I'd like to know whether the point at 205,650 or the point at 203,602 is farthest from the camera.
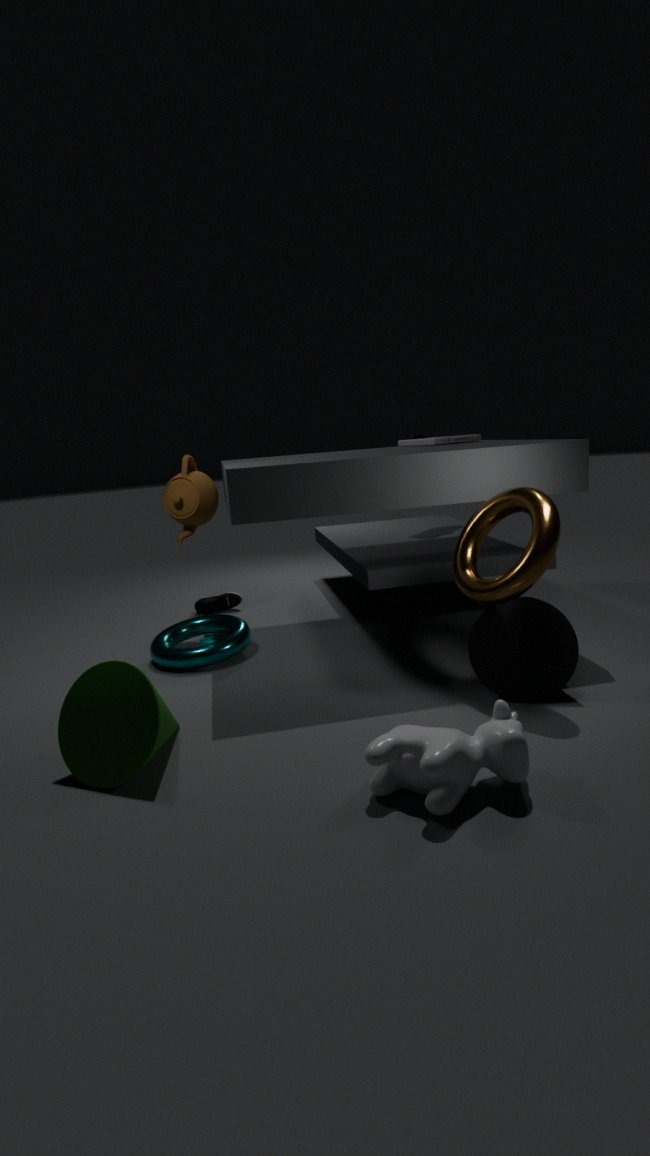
the point at 203,602
